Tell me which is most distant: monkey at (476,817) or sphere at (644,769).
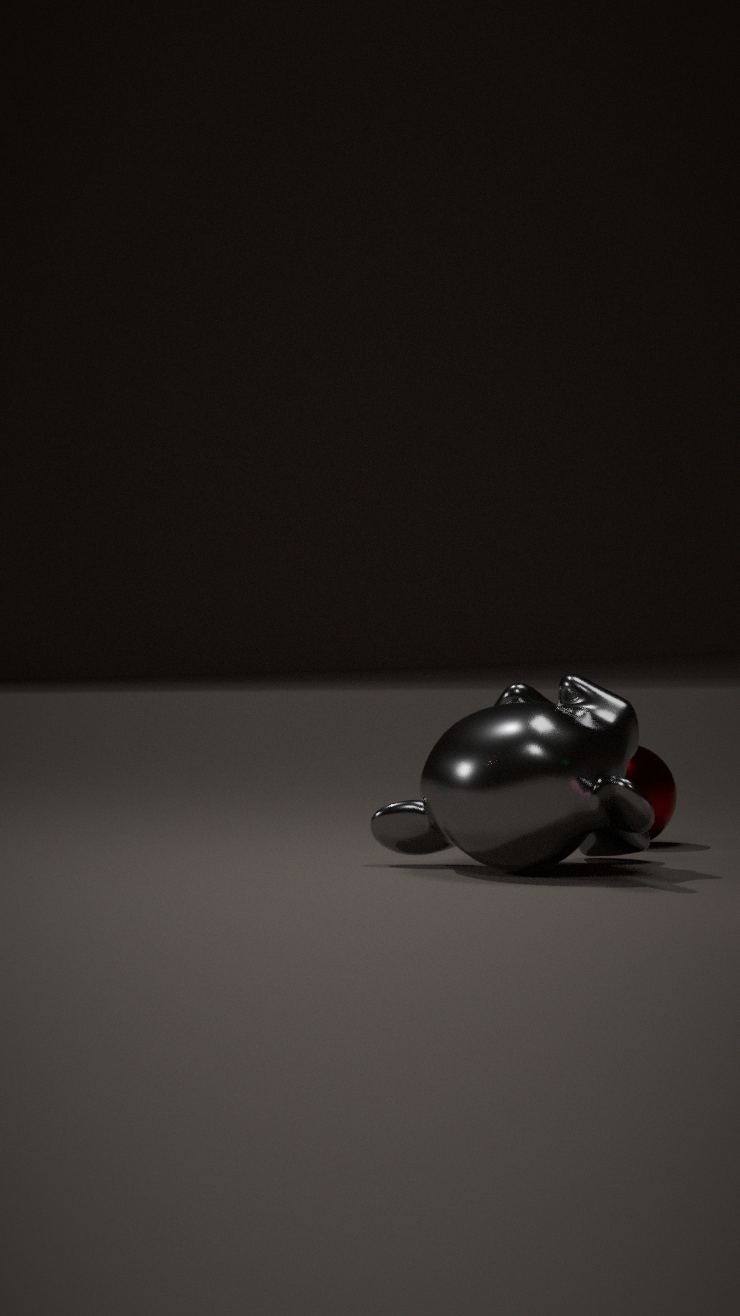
sphere at (644,769)
